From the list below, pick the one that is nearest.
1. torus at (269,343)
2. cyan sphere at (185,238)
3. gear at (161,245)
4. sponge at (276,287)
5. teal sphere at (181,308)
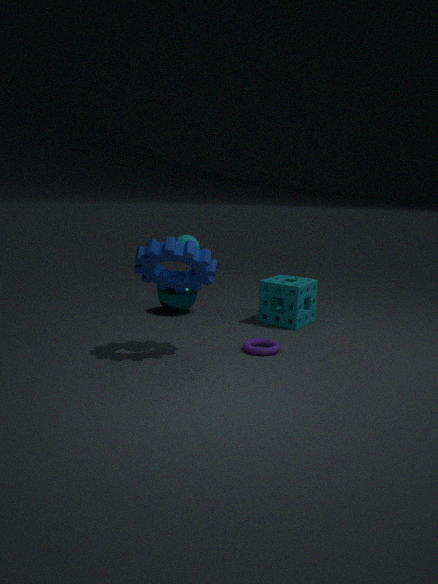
gear at (161,245)
